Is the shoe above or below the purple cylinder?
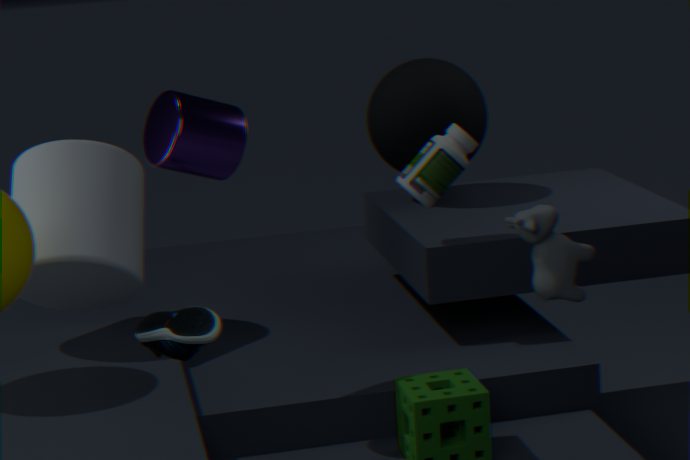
below
